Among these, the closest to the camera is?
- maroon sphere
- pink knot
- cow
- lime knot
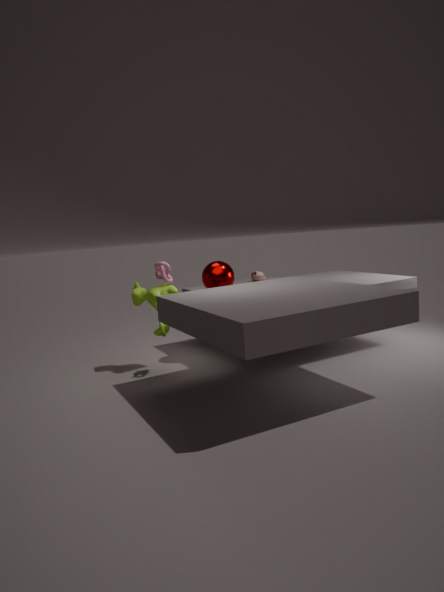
lime knot
